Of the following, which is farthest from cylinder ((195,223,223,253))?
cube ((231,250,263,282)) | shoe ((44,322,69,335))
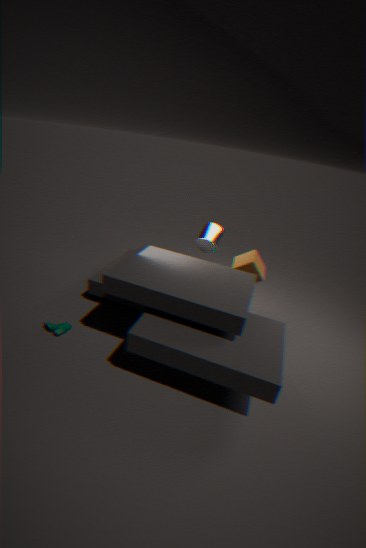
shoe ((44,322,69,335))
